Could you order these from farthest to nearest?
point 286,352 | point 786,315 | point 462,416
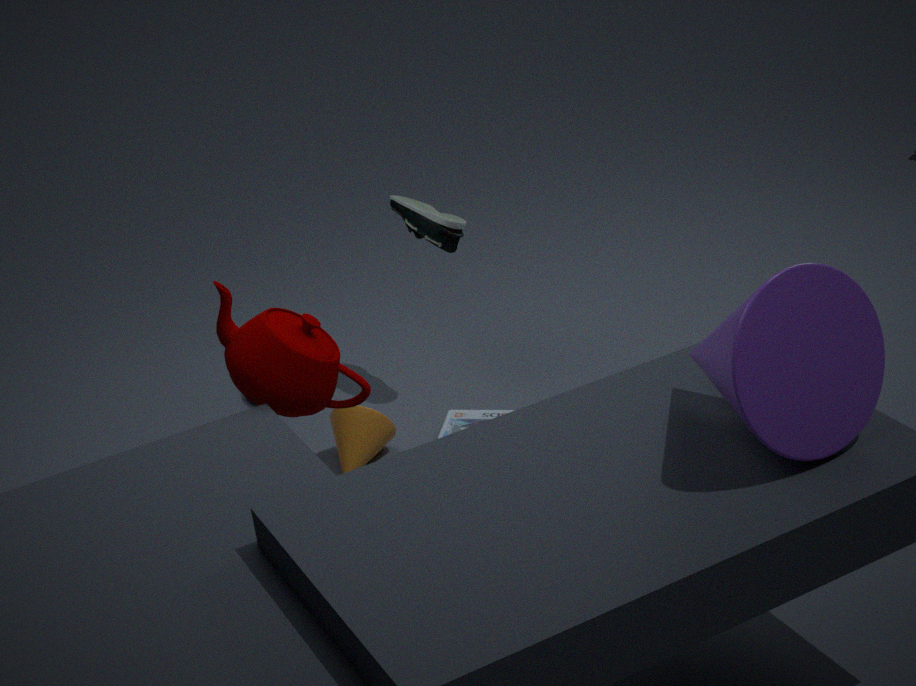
point 462,416 → point 286,352 → point 786,315
